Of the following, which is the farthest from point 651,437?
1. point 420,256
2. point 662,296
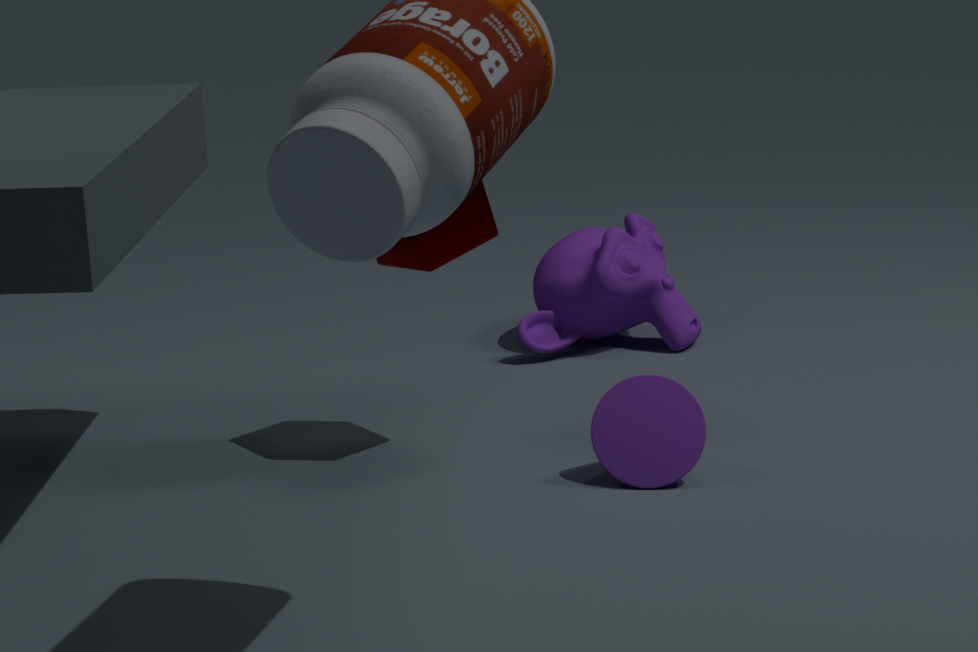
point 662,296
